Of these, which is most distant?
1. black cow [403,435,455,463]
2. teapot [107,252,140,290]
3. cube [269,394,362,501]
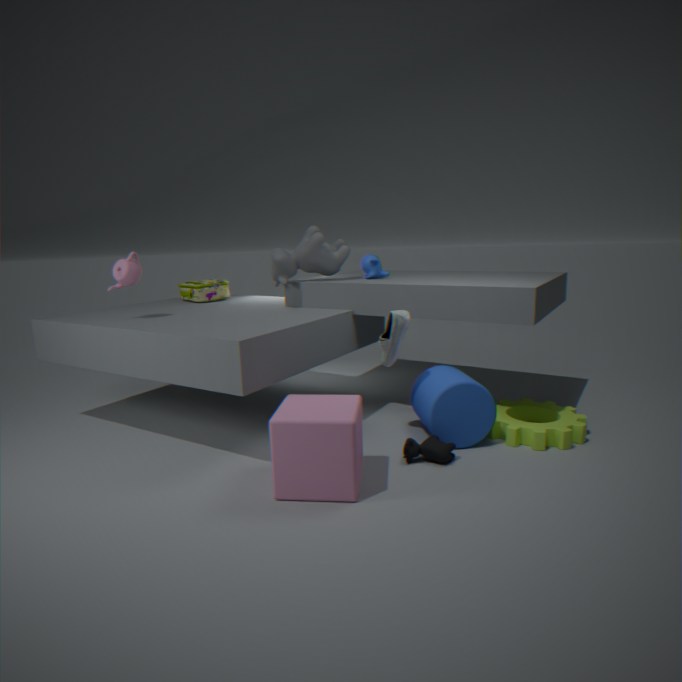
teapot [107,252,140,290]
